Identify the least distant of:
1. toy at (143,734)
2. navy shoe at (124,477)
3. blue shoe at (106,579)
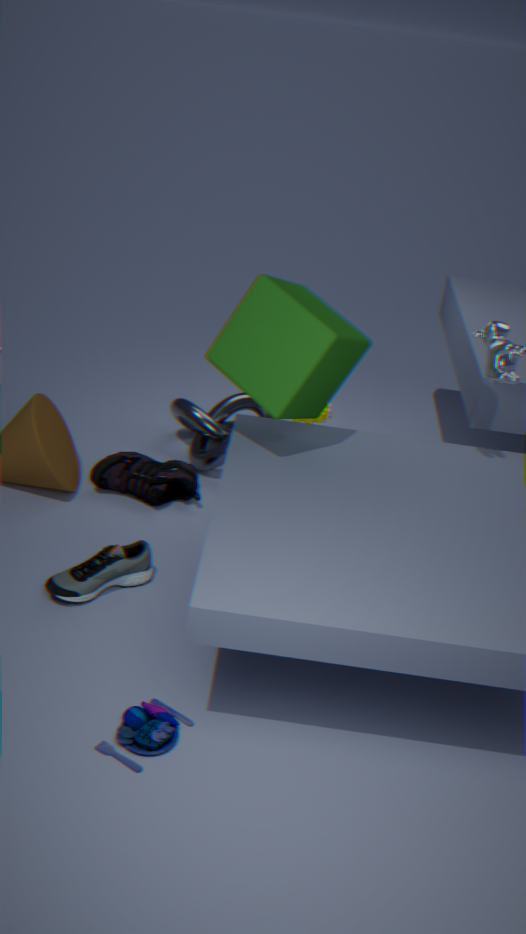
toy at (143,734)
